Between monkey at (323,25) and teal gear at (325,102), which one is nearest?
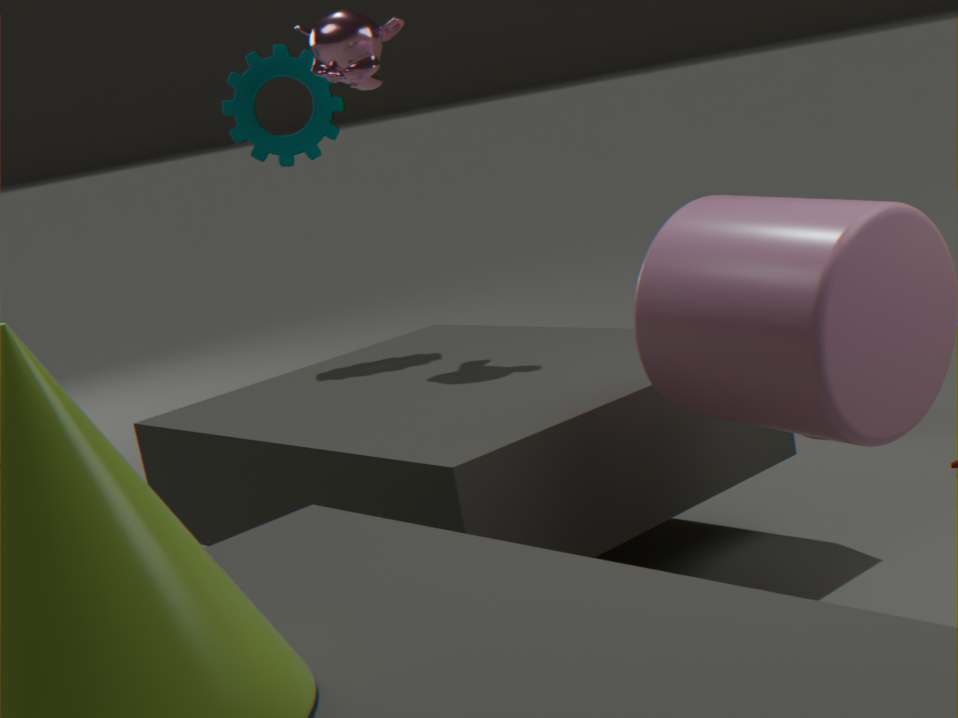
monkey at (323,25)
